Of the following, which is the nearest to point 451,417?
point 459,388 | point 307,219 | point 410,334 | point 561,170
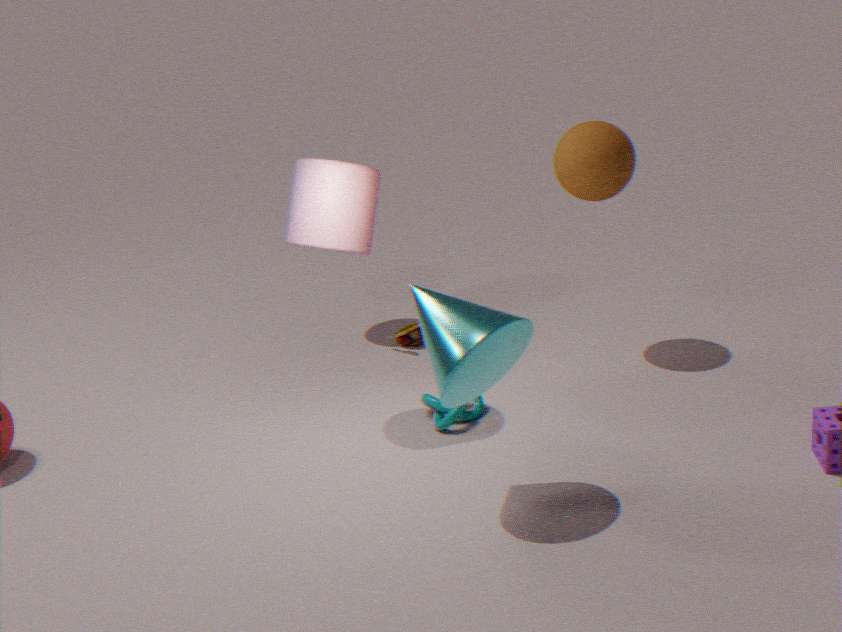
point 459,388
